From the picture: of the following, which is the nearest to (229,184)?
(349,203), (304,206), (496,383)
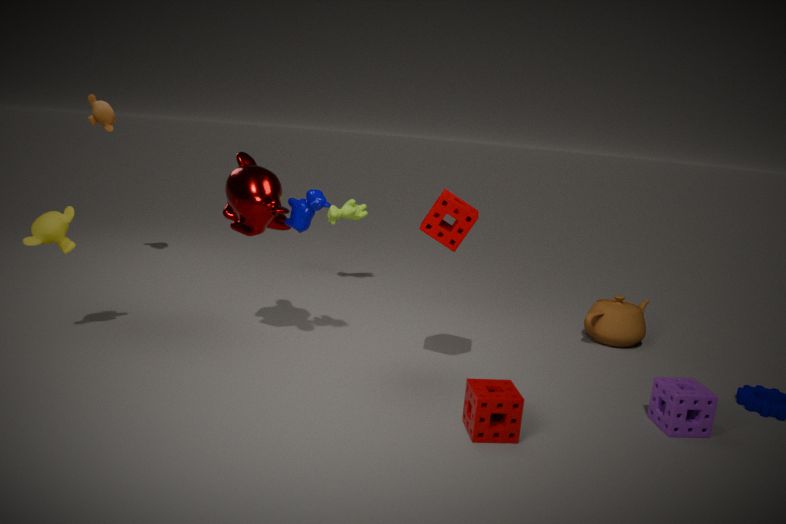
(304,206)
